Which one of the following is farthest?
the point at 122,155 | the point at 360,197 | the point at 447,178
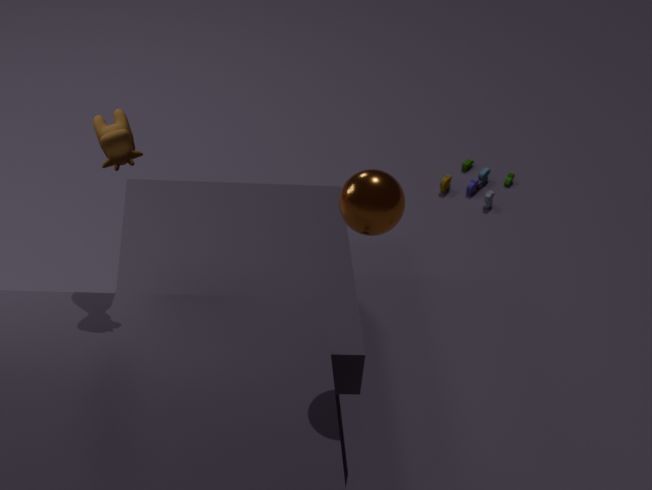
the point at 447,178
